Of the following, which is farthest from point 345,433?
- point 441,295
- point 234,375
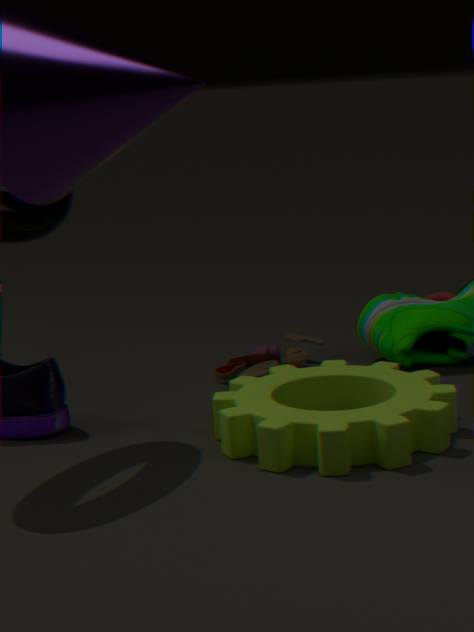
point 441,295
